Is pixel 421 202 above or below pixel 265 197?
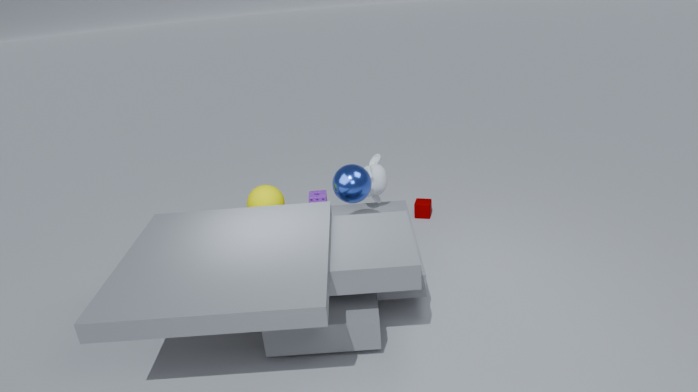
below
